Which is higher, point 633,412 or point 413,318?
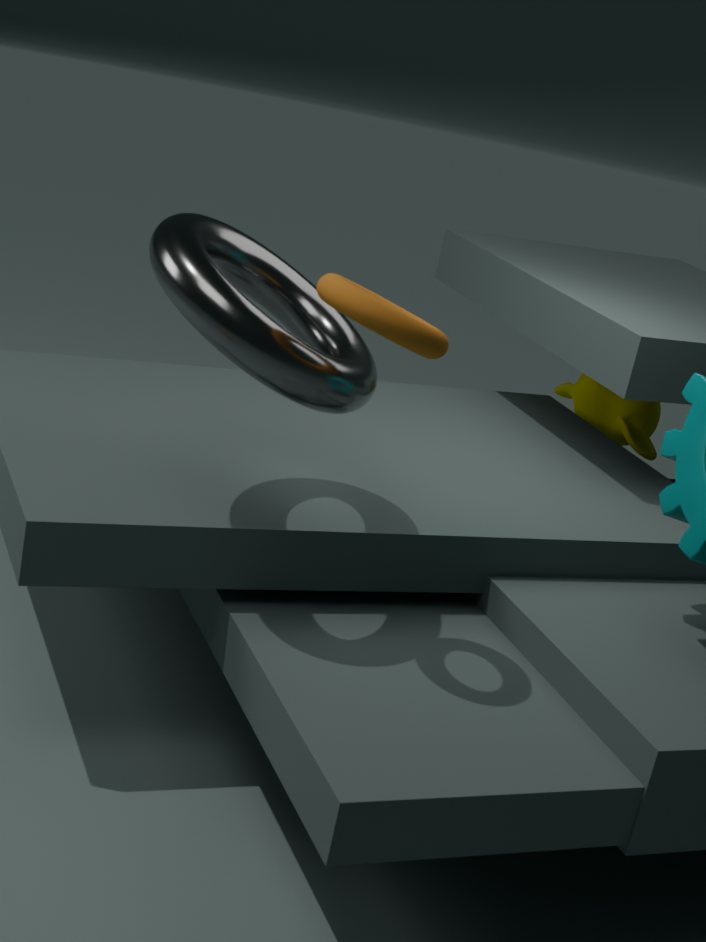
point 413,318
